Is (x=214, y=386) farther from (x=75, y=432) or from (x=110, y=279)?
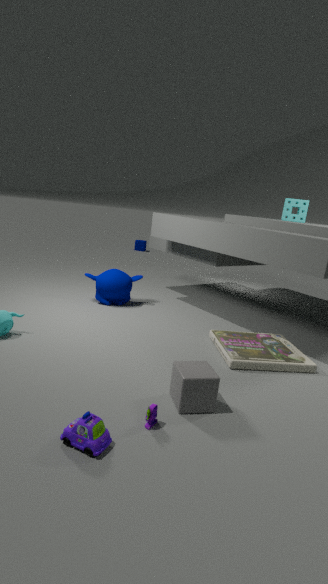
(x=110, y=279)
